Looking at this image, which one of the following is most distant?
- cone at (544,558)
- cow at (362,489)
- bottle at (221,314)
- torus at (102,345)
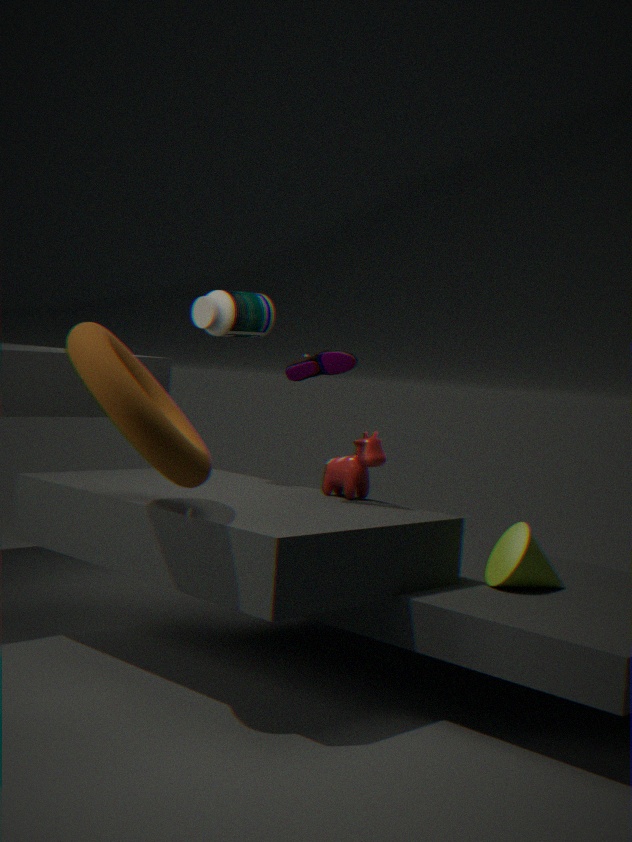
bottle at (221,314)
